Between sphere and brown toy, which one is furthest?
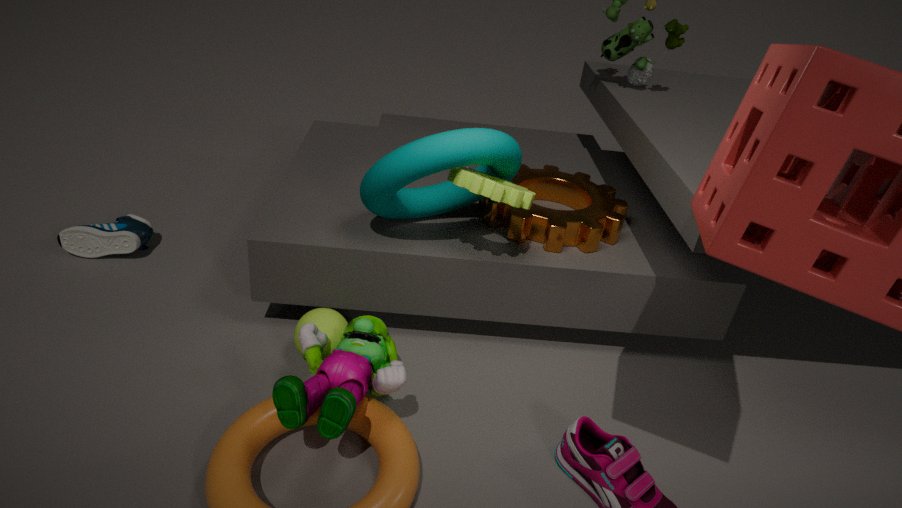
sphere
